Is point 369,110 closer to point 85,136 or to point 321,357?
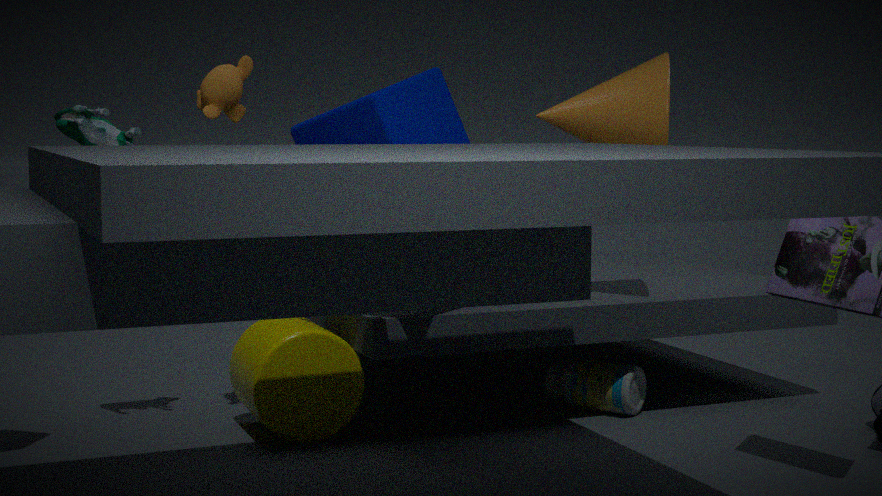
point 321,357
